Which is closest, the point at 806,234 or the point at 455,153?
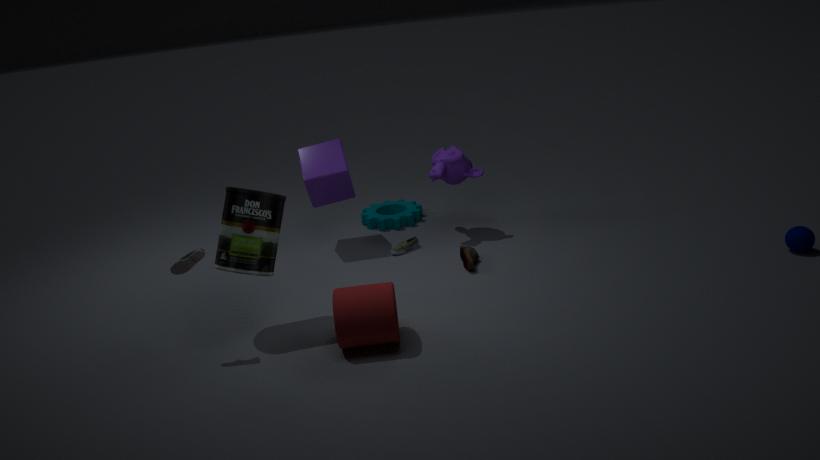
the point at 806,234
